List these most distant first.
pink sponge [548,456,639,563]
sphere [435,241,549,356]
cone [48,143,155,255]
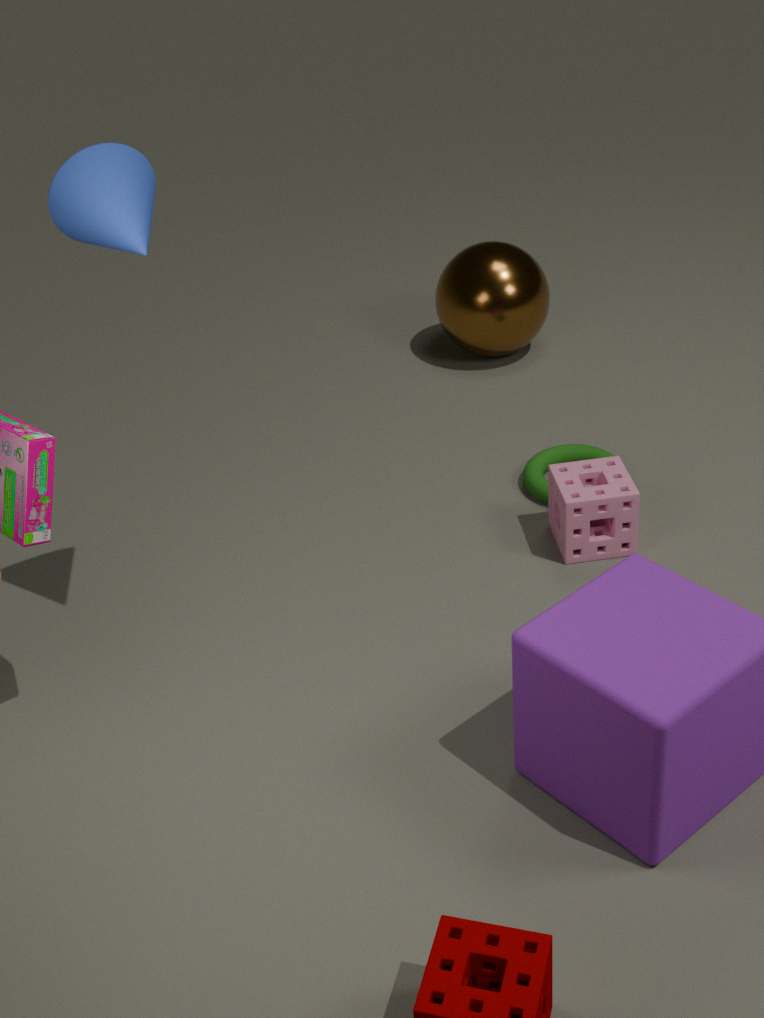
sphere [435,241,549,356] < pink sponge [548,456,639,563] < cone [48,143,155,255]
